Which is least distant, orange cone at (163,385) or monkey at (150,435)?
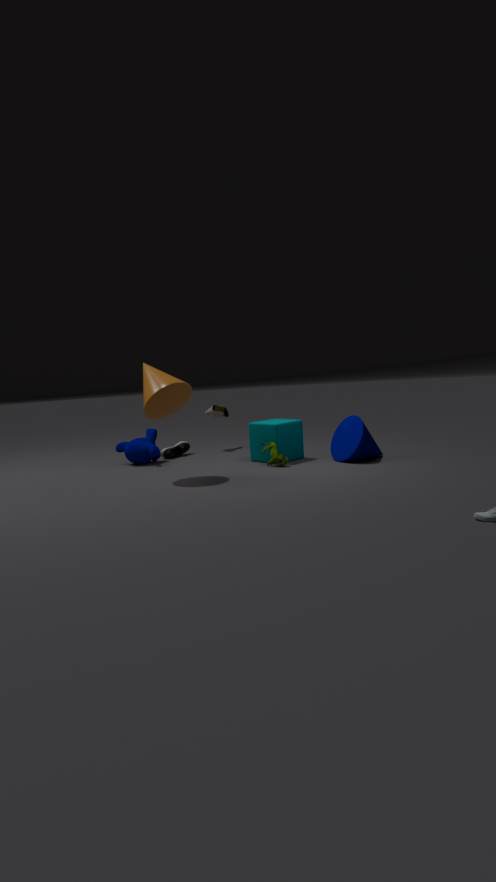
orange cone at (163,385)
